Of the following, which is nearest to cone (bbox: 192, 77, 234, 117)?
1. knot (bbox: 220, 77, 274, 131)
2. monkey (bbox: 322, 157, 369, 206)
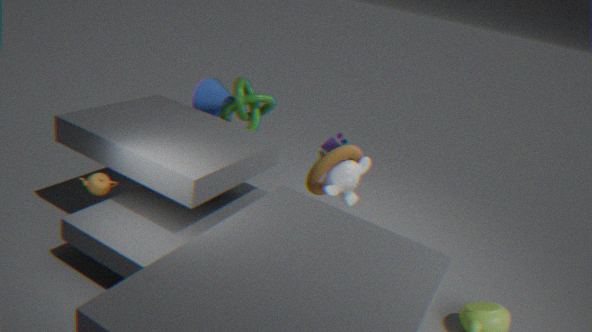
knot (bbox: 220, 77, 274, 131)
